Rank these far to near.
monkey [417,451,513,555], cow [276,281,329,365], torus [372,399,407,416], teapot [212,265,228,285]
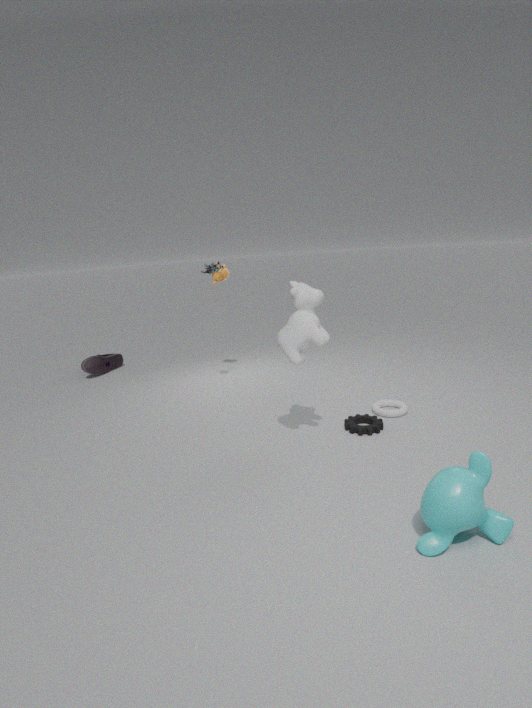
teapot [212,265,228,285]
torus [372,399,407,416]
cow [276,281,329,365]
monkey [417,451,513,555]
